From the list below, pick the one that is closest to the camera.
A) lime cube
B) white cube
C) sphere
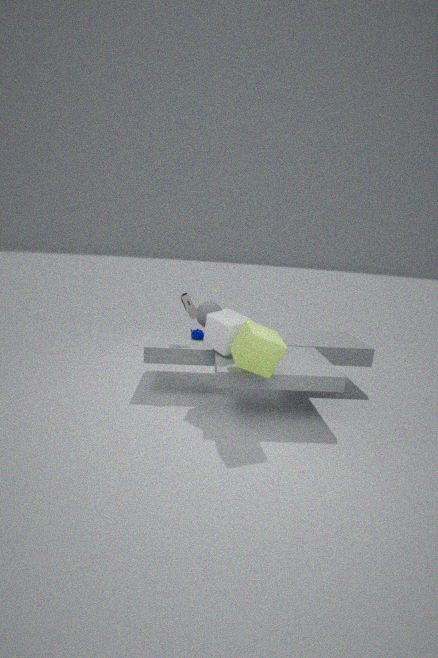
lime cube
